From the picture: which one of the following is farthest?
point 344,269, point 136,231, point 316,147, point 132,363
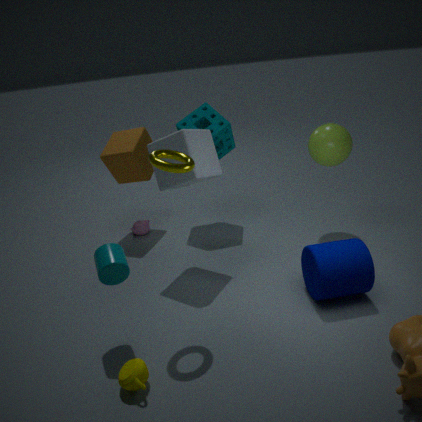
point 136,231
